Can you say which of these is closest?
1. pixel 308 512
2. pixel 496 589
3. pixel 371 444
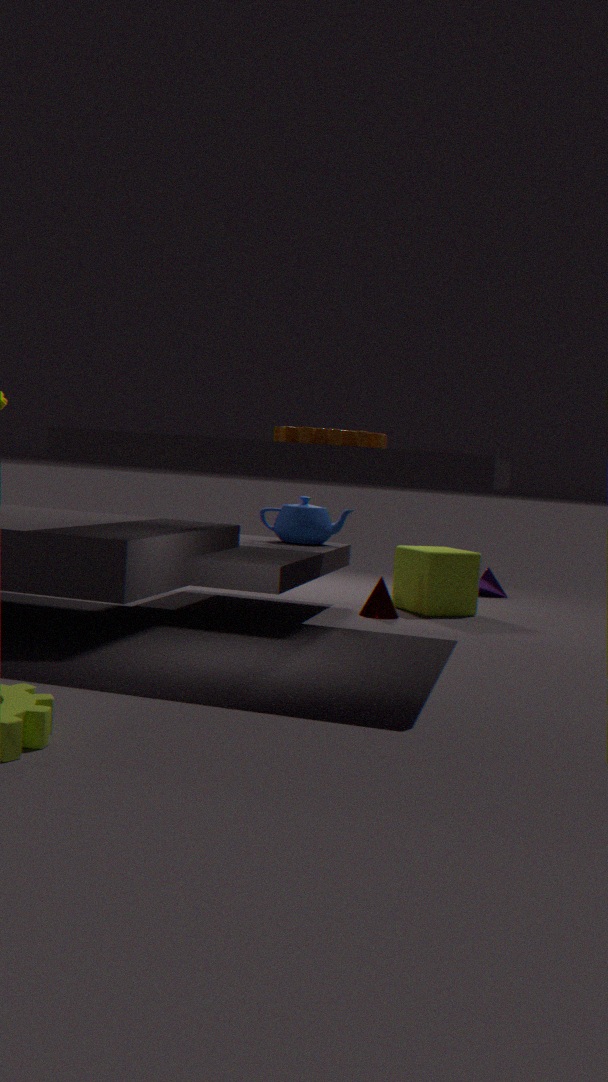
pixel 371 444
